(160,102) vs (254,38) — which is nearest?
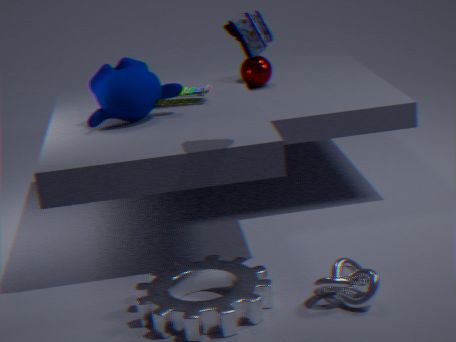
(254,38)
